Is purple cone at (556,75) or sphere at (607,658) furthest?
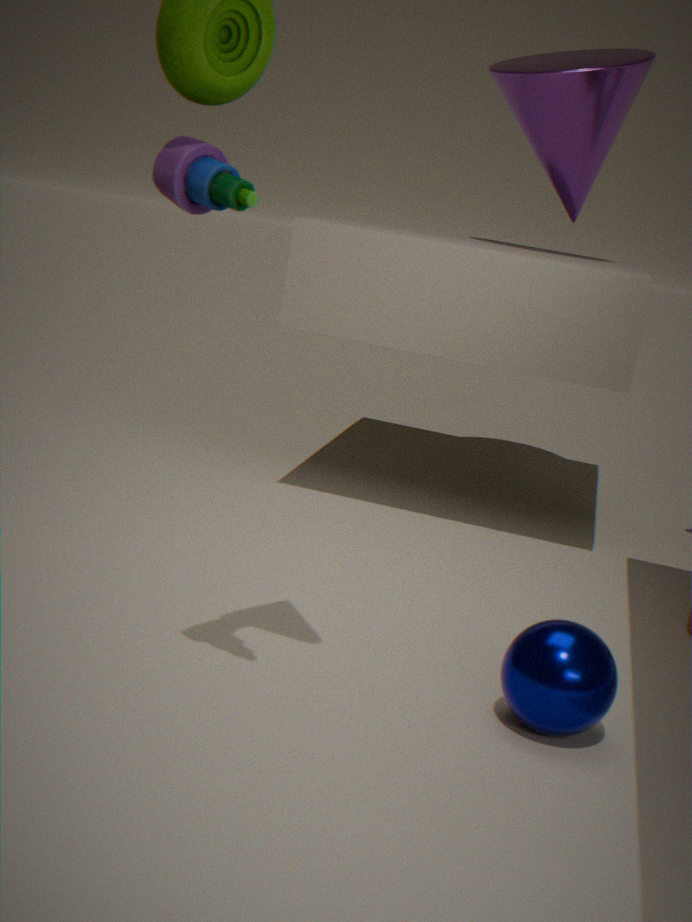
purple cone at (556,75)
